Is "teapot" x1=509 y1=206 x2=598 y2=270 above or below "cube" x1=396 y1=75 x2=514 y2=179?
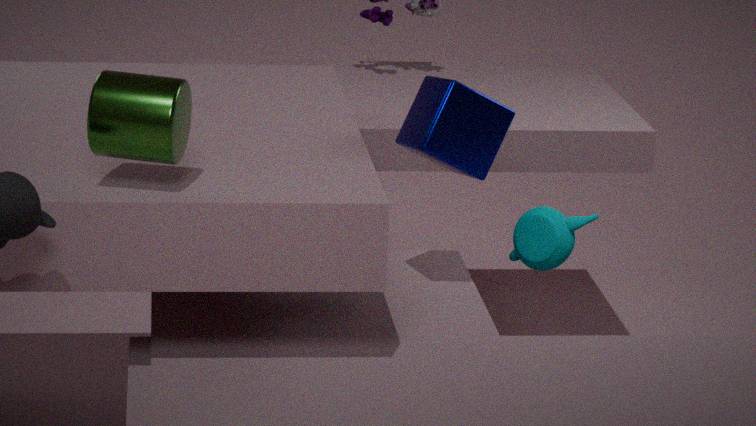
below
